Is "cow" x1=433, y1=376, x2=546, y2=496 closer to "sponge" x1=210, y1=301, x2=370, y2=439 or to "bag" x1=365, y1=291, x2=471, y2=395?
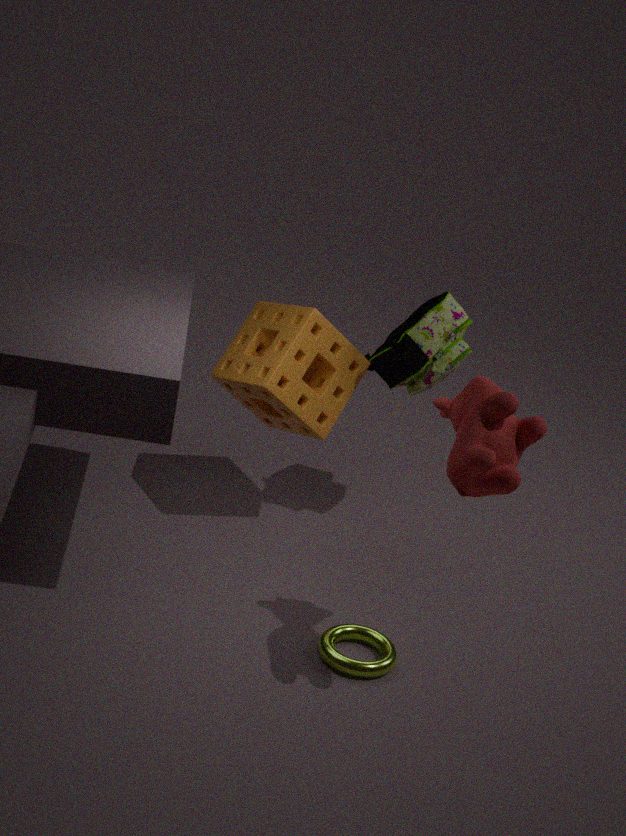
"bag" x1=365, y1=291, x2=471, y2=395
